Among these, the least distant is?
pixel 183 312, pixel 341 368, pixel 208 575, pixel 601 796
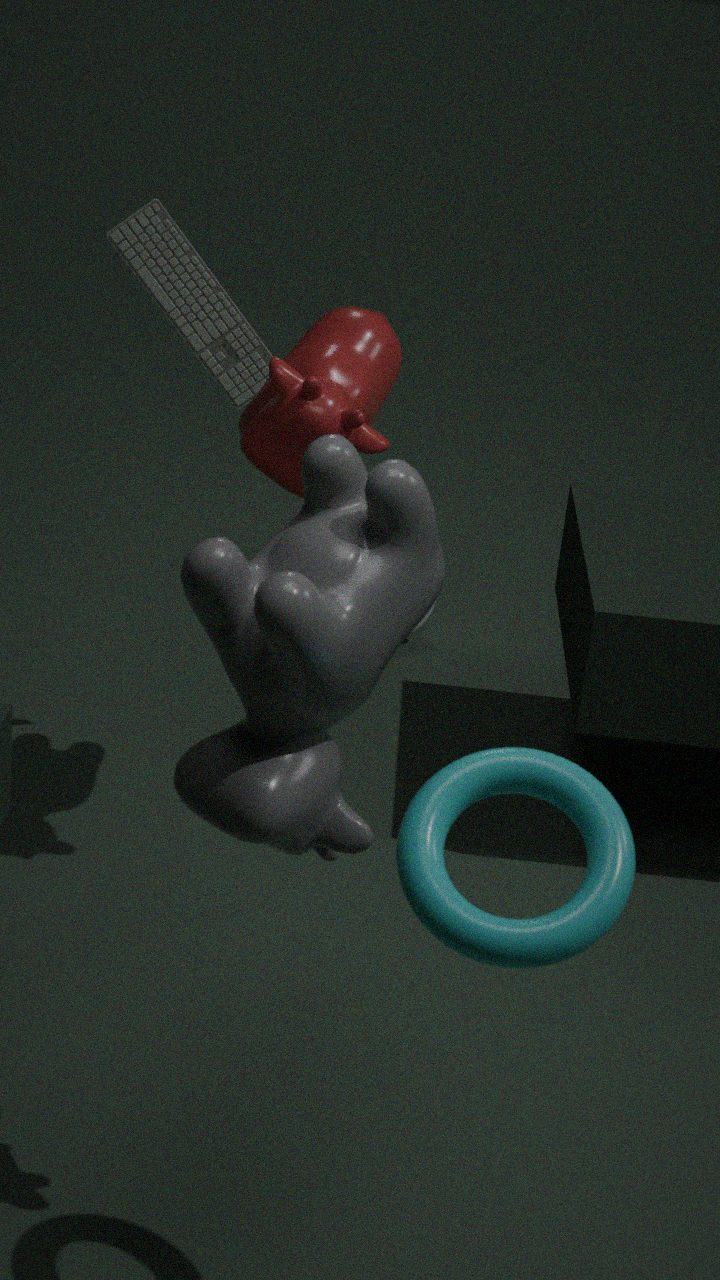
pixel 601 796
